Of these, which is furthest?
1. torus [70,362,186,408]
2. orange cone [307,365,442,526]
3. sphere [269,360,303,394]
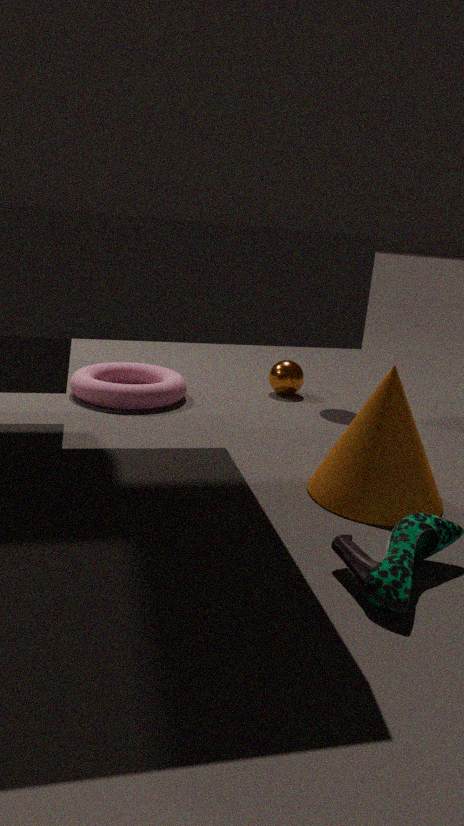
sphere [269,360,303,394]
